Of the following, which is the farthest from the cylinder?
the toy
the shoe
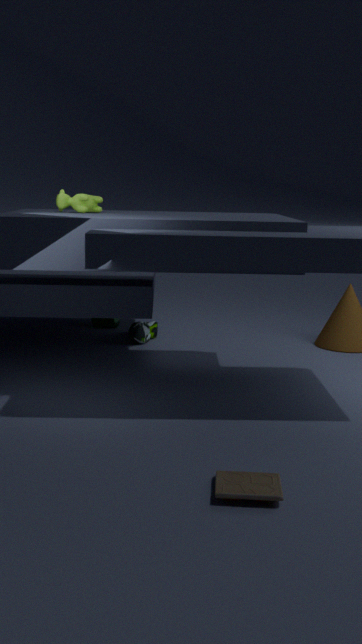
the toy
